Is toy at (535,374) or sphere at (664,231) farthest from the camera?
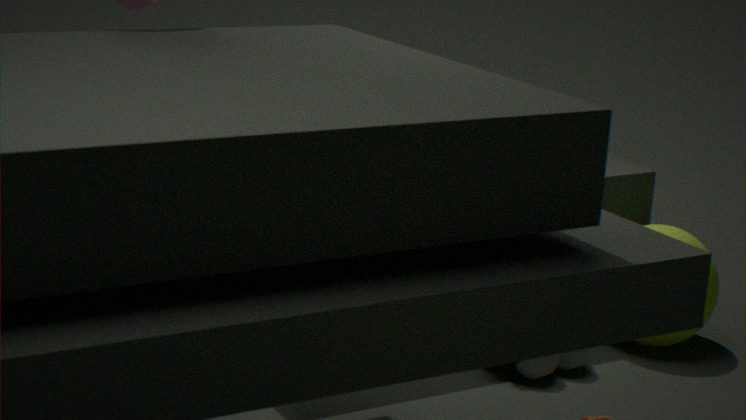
sphere at (664,231)
